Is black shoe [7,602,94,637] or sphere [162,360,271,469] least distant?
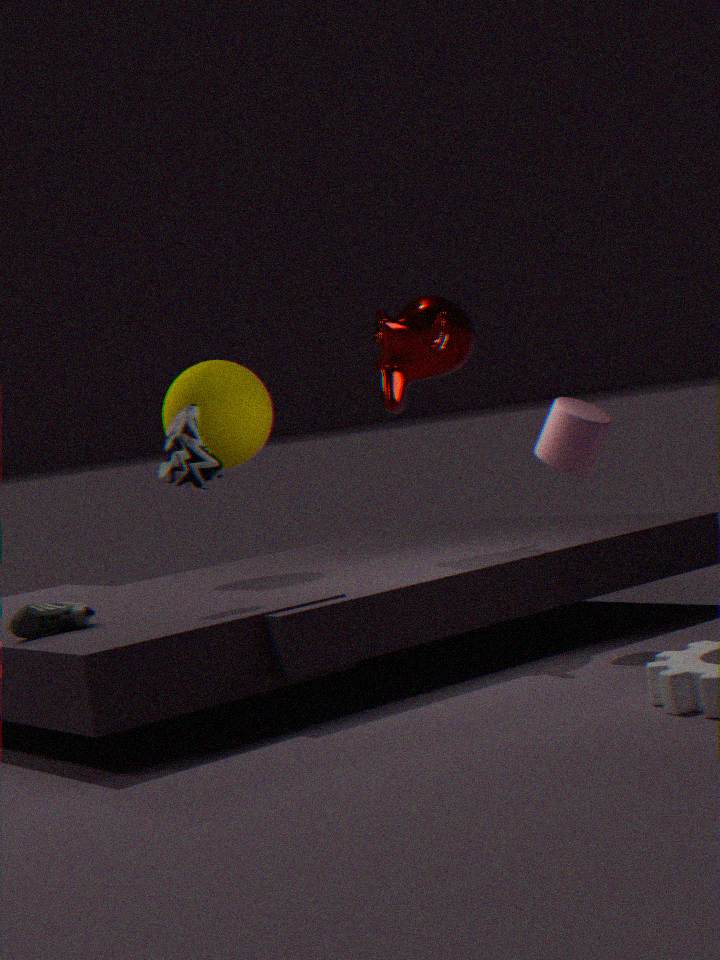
black shoe [7,602,94,637]
